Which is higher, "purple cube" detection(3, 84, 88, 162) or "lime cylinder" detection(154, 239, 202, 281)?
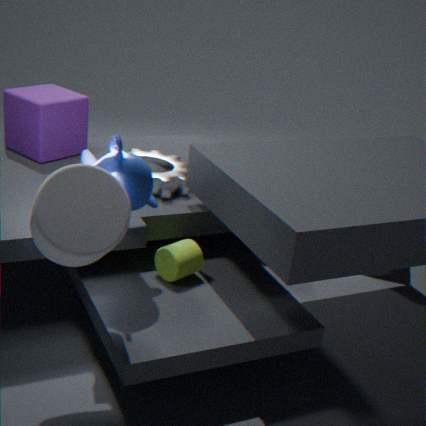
"purple cube" detection(3, 84, 88, 162)
